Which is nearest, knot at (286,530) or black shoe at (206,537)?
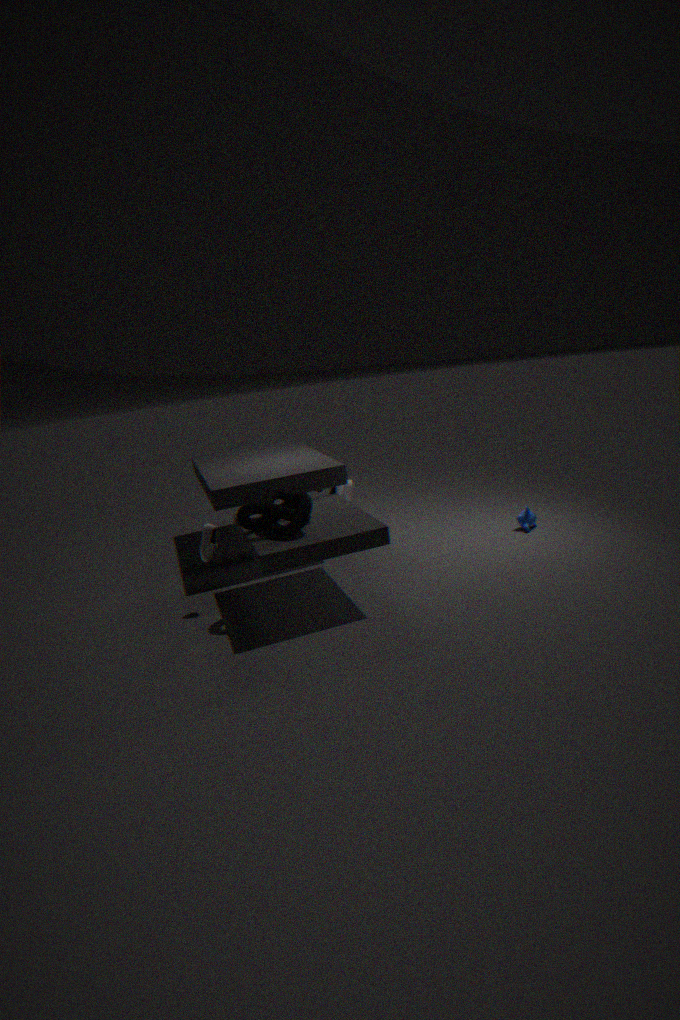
knot at (286,530)
